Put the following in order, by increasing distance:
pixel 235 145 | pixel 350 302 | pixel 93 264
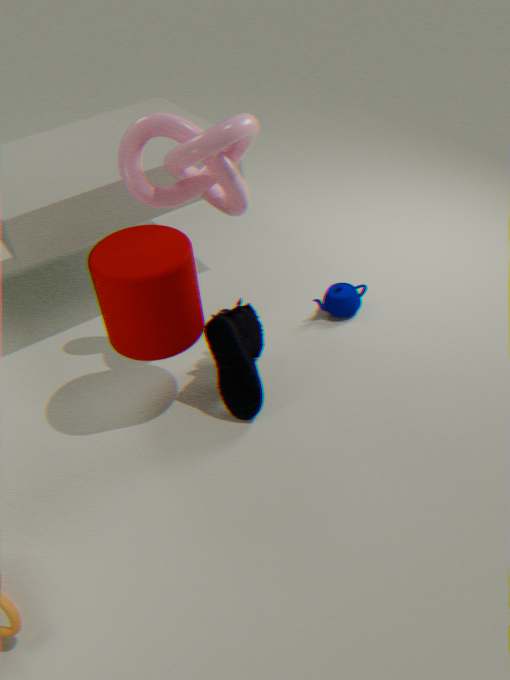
1. pixel 93 264
2. pixel 235 145
3. pixel 350 302
